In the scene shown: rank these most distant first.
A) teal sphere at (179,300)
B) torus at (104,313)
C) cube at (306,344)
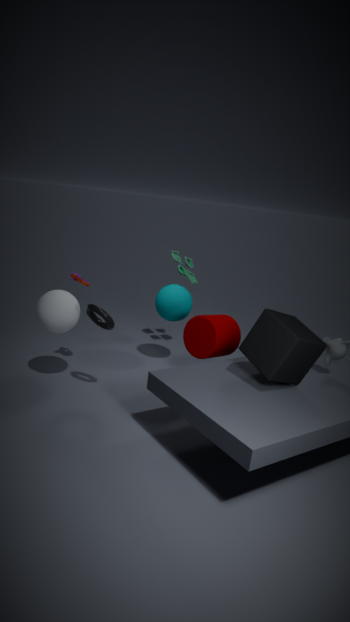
teal sphere at (179,300), torus at (104,313), cube at (306,344)
